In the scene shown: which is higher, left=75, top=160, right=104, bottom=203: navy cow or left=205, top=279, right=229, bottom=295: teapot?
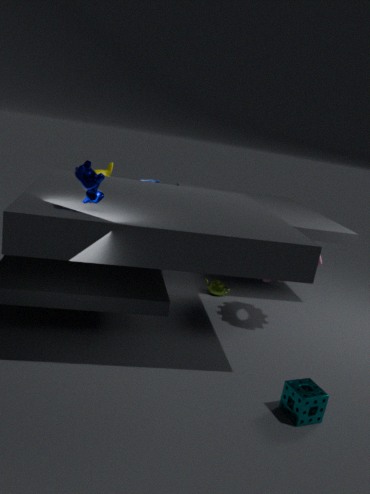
left=75, top=160, right=104, bottom=203: navy cow
